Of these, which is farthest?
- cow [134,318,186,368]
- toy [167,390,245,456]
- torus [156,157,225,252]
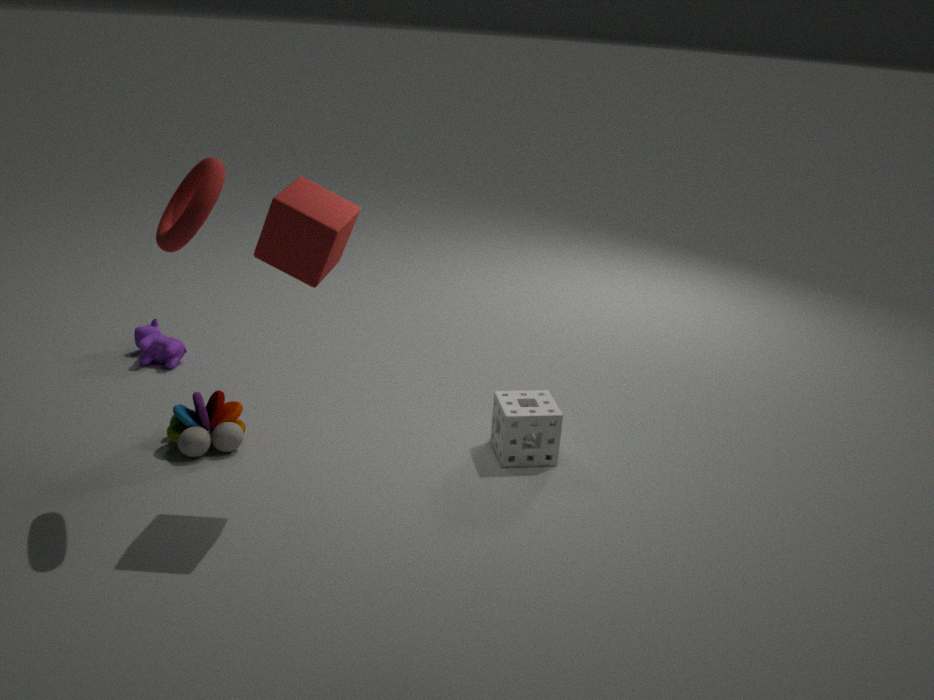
cow [134,318,186,368]
